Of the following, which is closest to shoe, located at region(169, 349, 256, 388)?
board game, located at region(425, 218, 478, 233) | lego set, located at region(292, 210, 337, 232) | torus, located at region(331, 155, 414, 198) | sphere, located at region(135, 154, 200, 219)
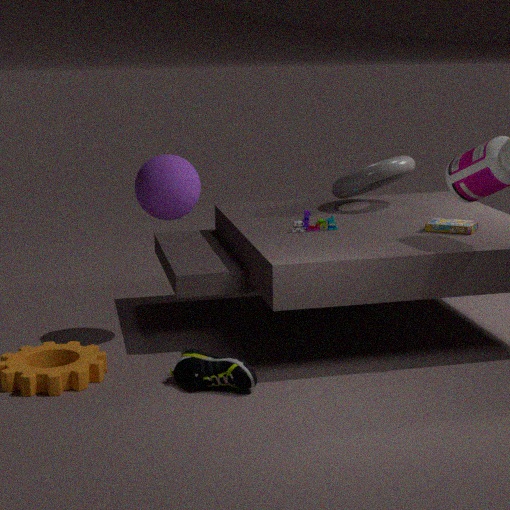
sphere, located at region(135, 154, 200, 219)
